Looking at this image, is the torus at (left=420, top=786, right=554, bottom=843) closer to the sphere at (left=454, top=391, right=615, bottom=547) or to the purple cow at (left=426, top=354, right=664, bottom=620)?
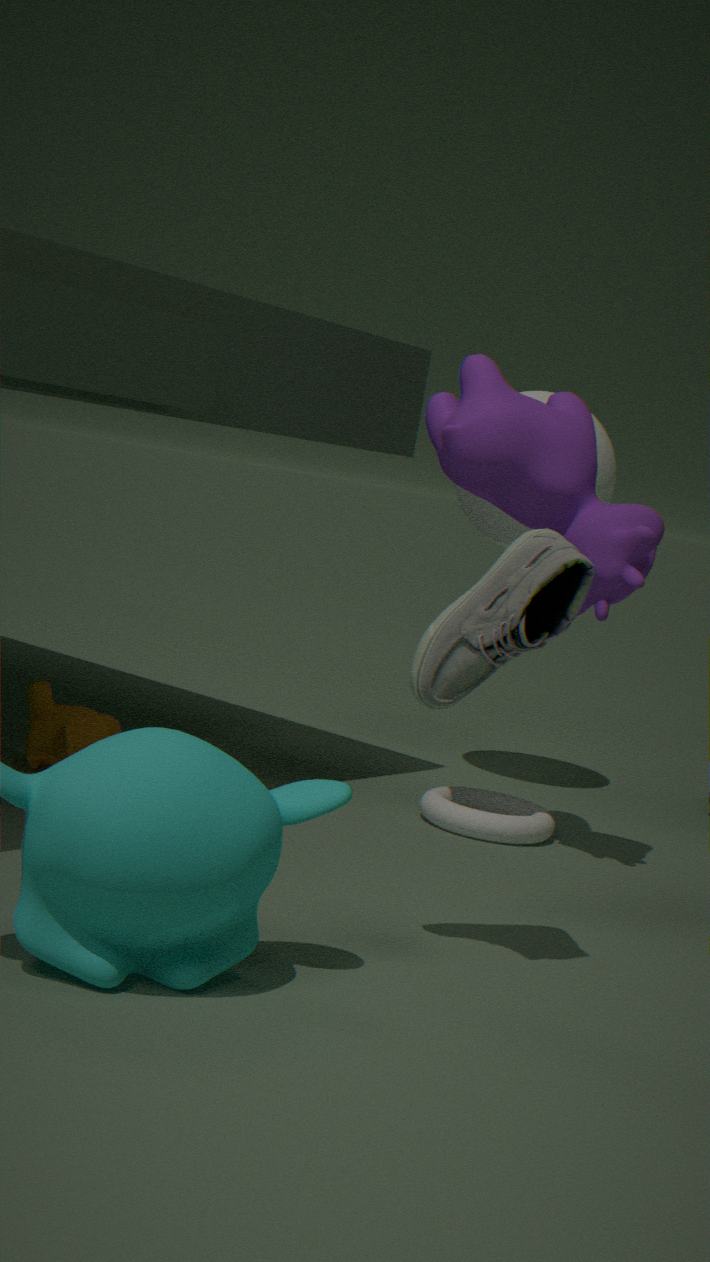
the purple cow at (left=426, top=354, right=664, bottom=620)
